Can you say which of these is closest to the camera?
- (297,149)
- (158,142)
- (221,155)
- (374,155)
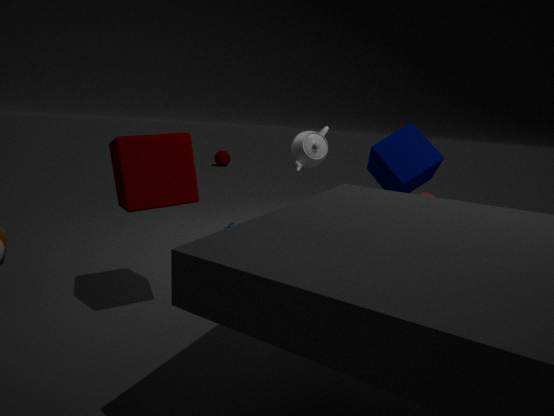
(158,142)
